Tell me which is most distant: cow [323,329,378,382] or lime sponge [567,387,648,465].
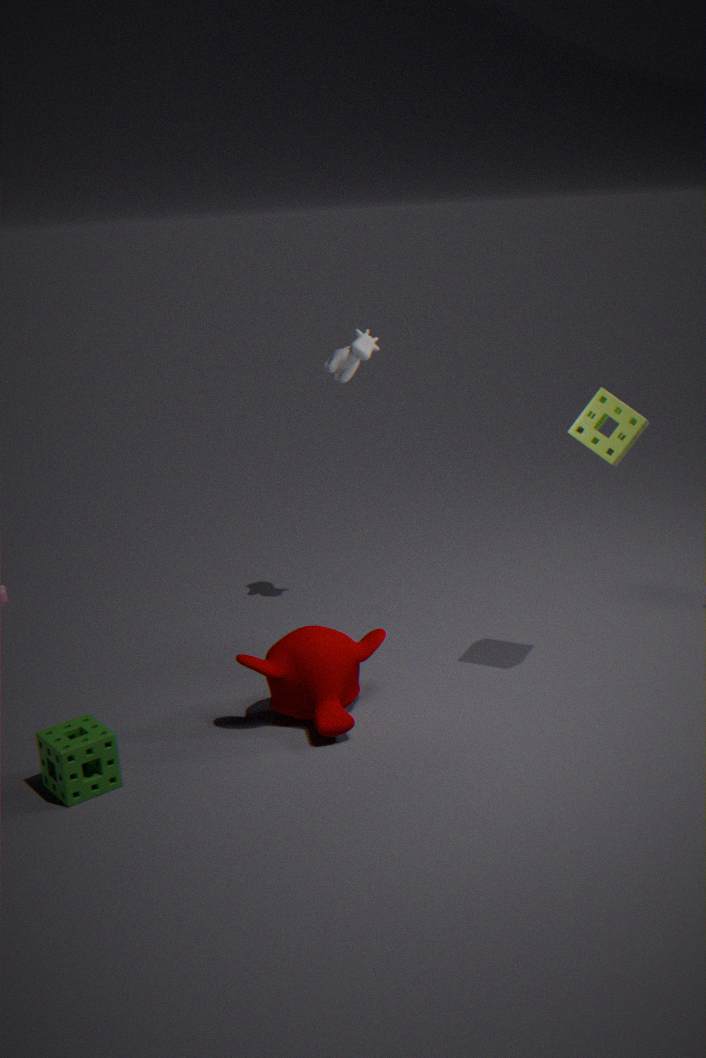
cow [323,329,378,382]
